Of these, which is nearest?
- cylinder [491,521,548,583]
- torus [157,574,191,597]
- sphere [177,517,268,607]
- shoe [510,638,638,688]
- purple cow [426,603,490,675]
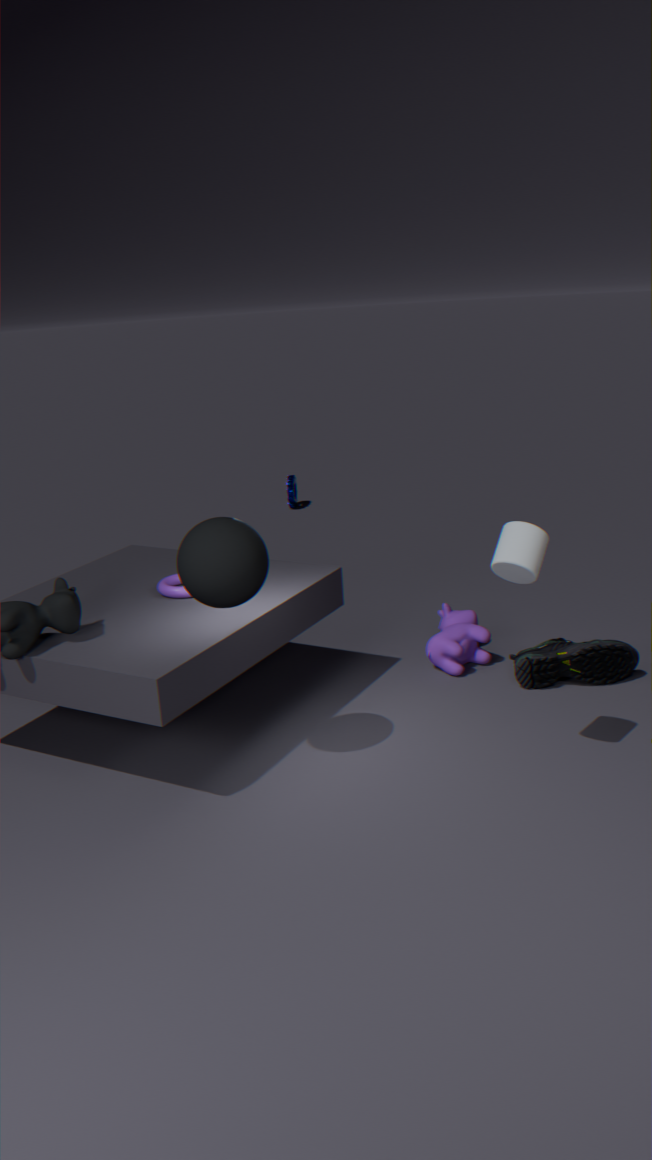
cylinder [491,521,548,583]
